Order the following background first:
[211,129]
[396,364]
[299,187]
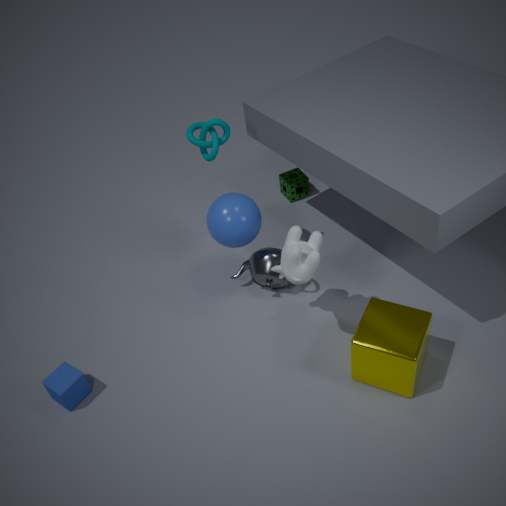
[299,187] → [211,129] → [396,364]
